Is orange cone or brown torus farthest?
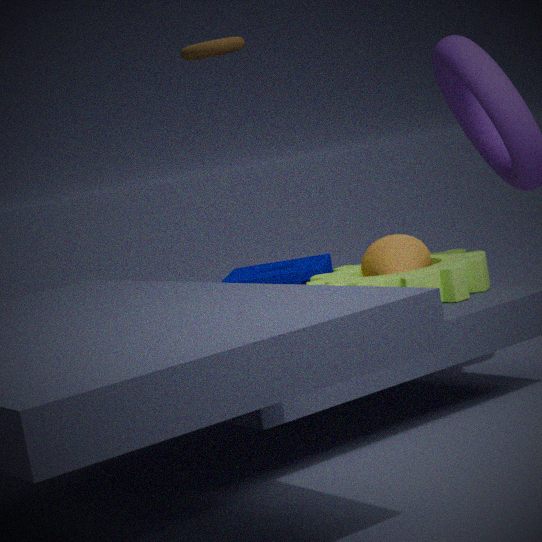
brown torus
